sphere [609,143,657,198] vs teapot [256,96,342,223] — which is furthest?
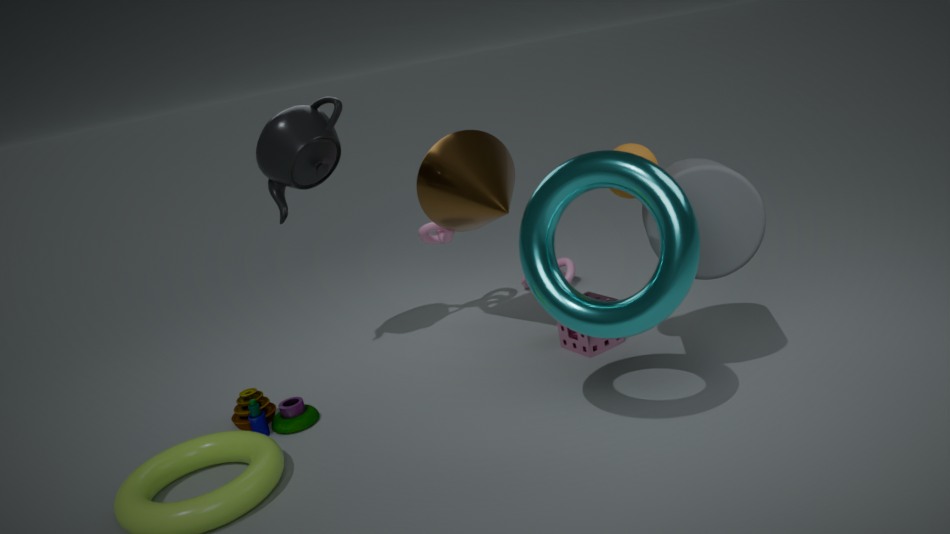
teapot [256,96,342,223]
